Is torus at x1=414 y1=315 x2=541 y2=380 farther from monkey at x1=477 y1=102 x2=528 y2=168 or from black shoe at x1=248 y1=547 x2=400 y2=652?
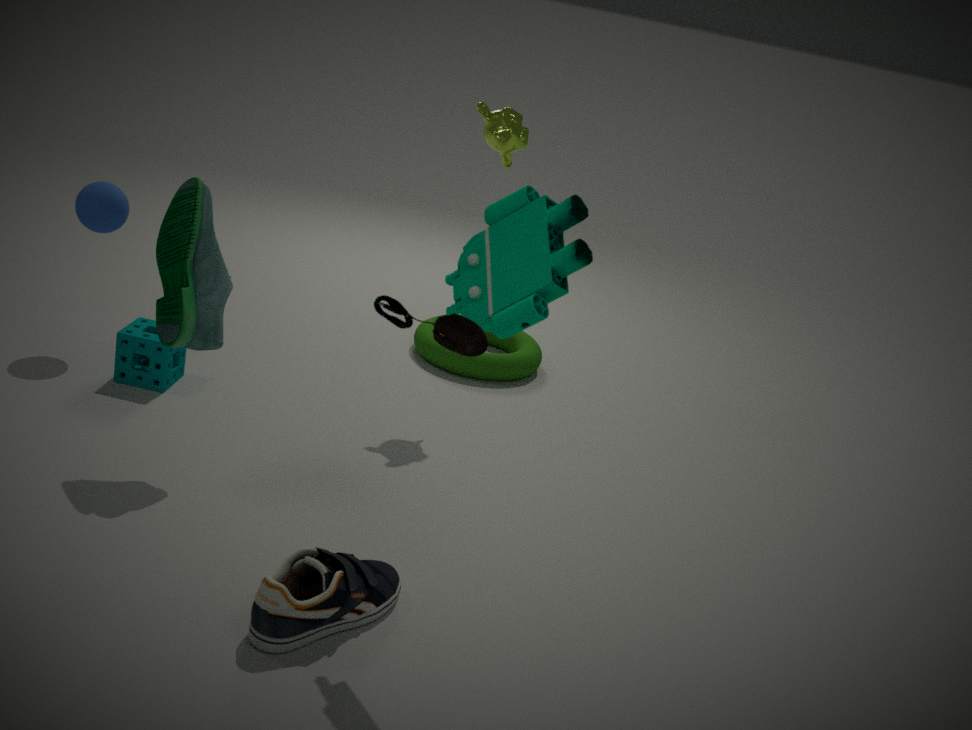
black shoe at x1=248 y1=547 x2=400 y2=652
